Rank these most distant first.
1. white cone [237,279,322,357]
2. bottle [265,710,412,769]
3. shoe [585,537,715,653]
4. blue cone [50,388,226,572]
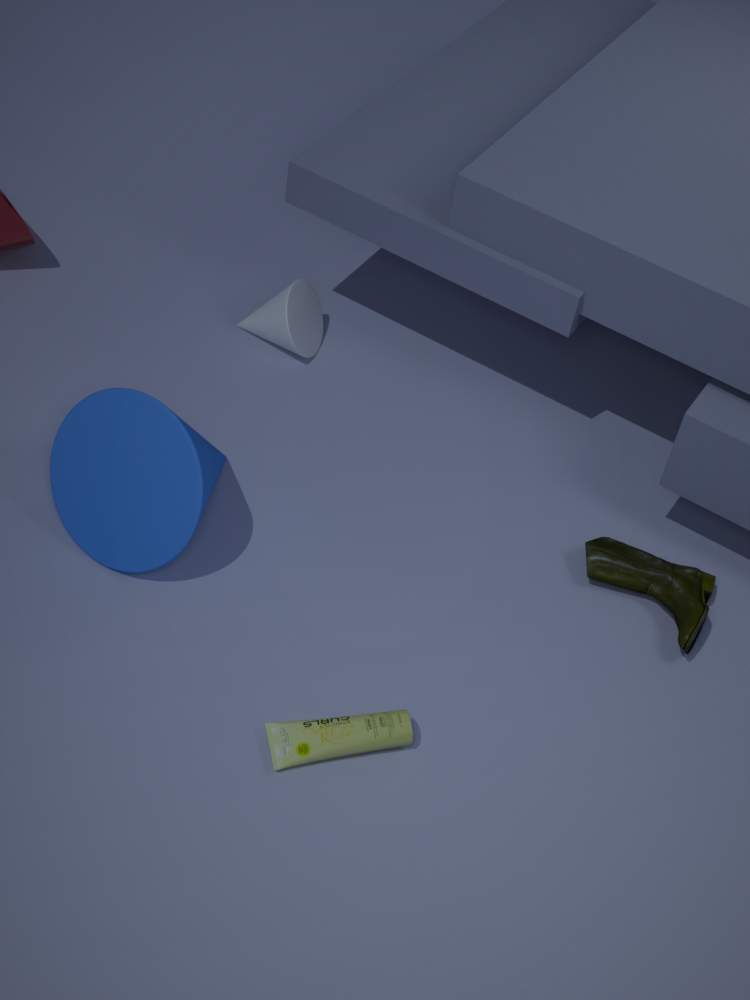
white cone [237,279,322,357]
shoe [585,537,715,653]
blue cone [50,388,226,572]
bottle [265,710,412,769]
